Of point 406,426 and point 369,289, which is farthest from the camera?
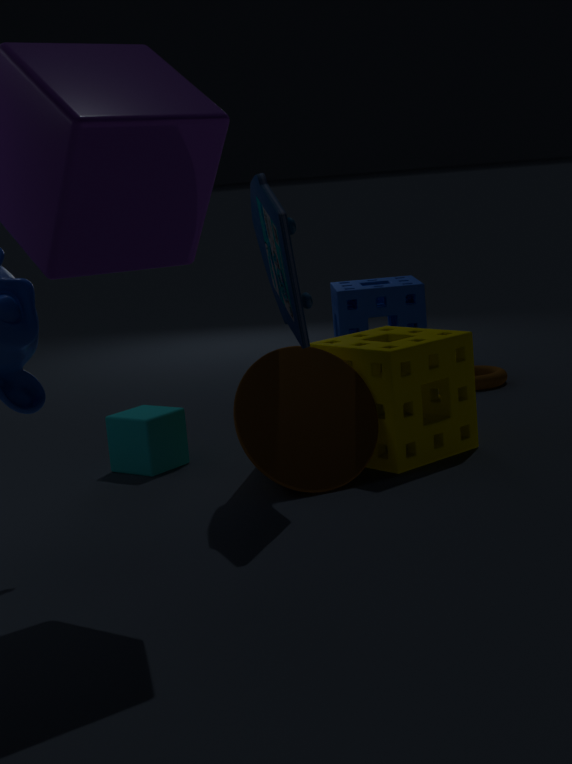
point 369,289
